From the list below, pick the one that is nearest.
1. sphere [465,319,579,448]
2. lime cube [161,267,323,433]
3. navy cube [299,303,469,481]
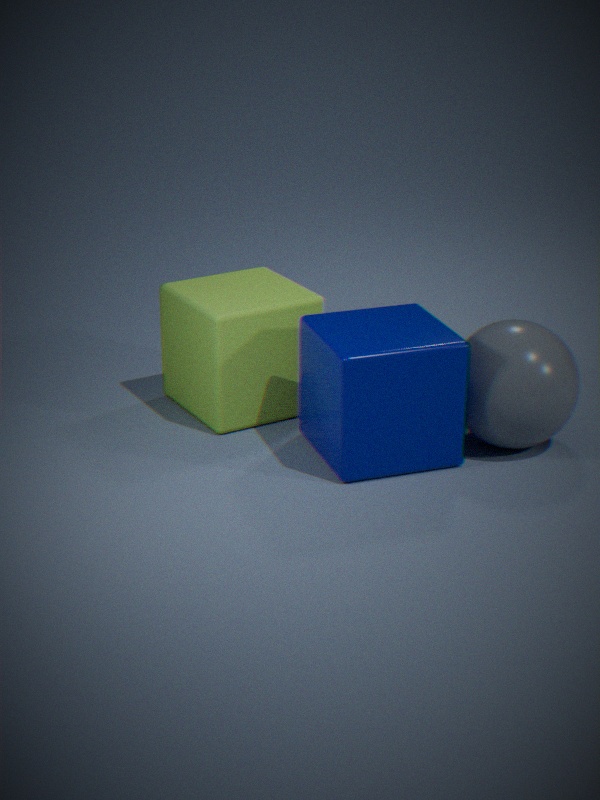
navy cube [299,303,469,481]
